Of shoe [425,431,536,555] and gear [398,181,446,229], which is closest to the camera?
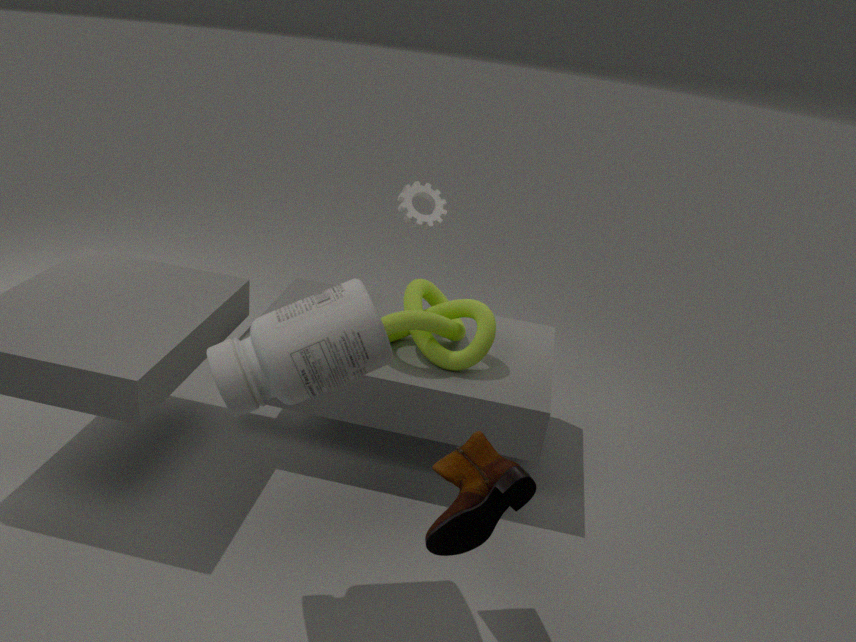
shoe [425,431,536,555]
